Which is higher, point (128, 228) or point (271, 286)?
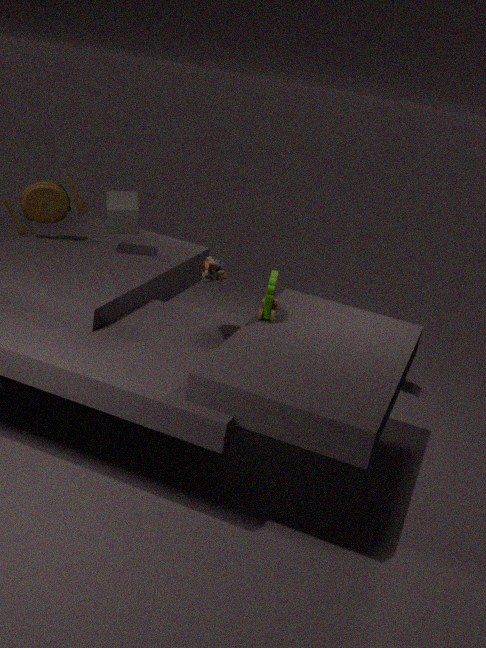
point (128, 228)
